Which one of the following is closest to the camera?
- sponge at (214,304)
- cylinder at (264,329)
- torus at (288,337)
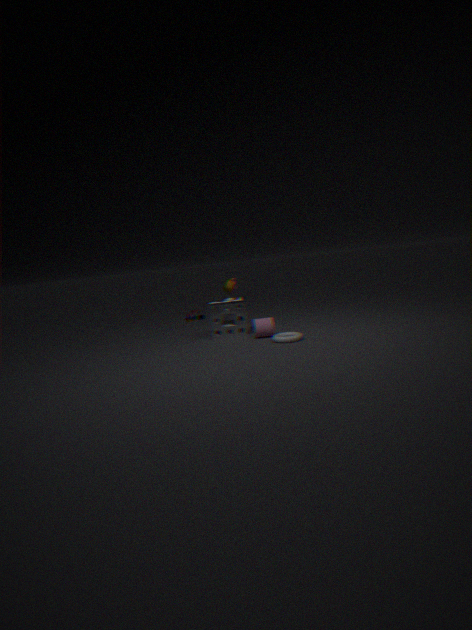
torus at (288,337)
